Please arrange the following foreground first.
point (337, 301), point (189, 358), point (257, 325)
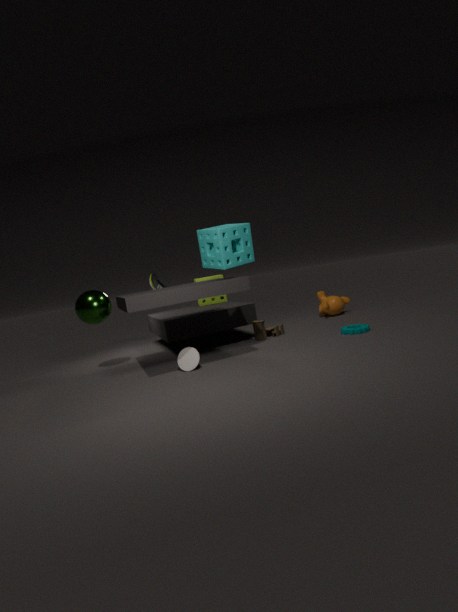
point (189, 358) → point (257, 325) → point (337, 301)
